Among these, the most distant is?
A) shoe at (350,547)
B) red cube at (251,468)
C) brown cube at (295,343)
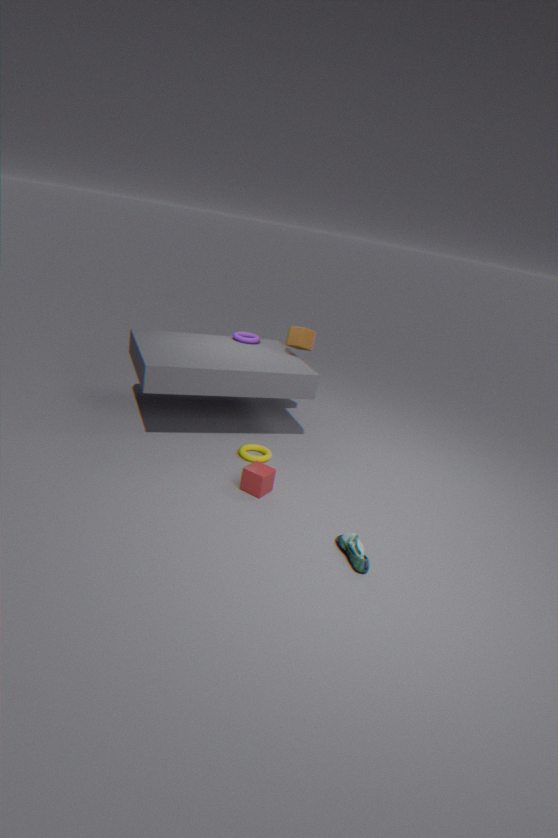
brown cube at (295,343)
